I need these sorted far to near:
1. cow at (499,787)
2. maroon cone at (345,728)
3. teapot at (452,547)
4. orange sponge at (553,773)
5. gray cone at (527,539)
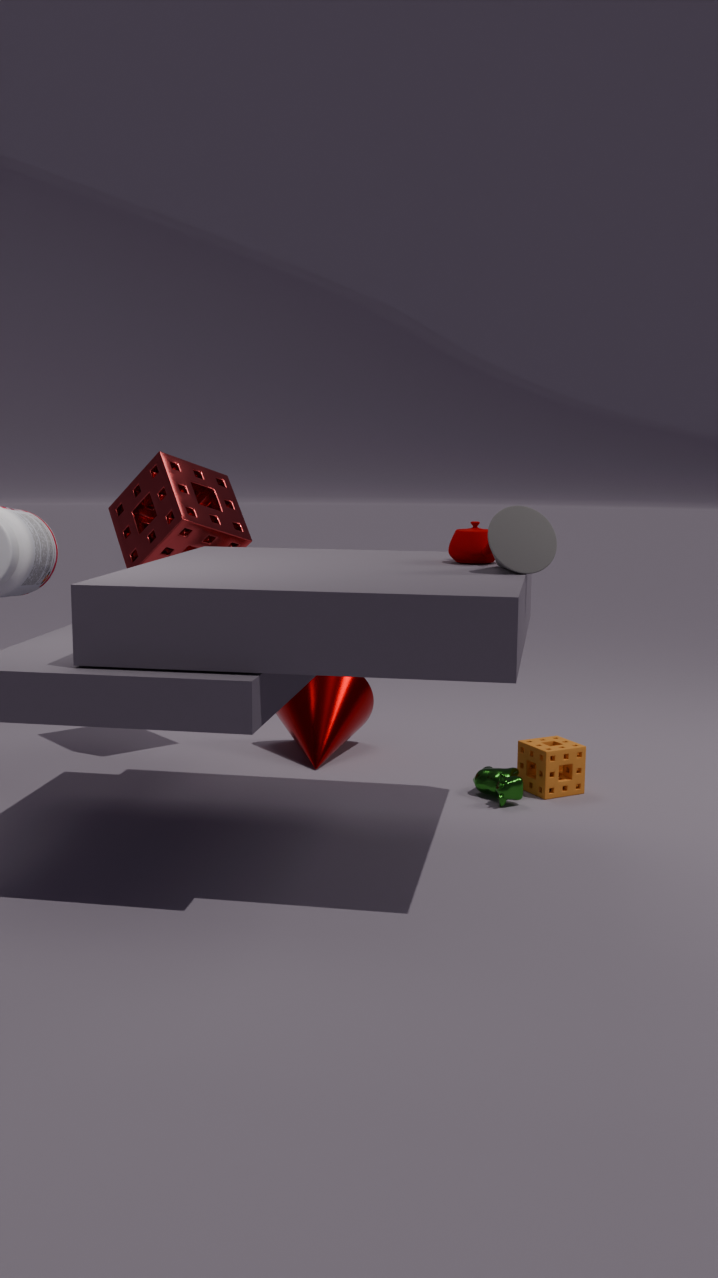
maroon cone at (345,728), orange sponge at (553,773), cow at (499,787), teapot at (452,547), gray cone at (527,539)
